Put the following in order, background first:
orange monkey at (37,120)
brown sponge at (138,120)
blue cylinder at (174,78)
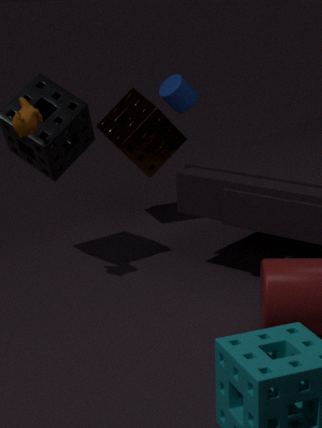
brown sponge at (138,120)
blue cylinder at (174,78)
orange monkey at (37,120)
